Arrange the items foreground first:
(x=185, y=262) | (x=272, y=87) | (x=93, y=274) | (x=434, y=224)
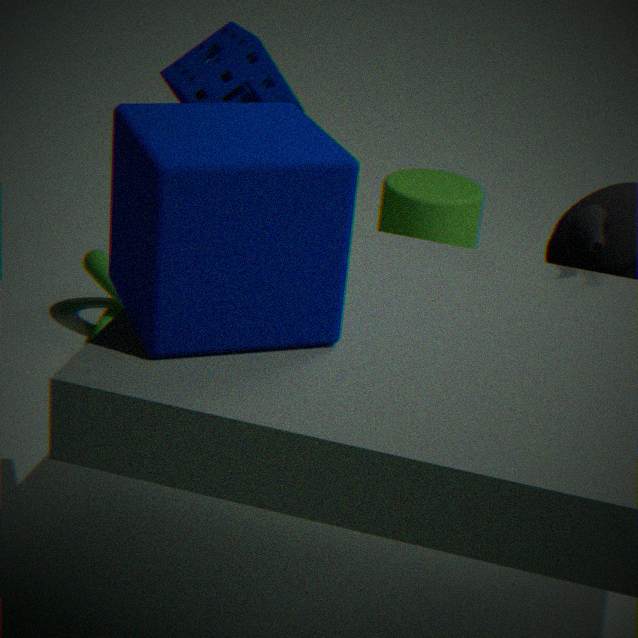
(x=185, y=262) < (x=272, y=87) < (x=93, y=274) < (x=434, y=224)
